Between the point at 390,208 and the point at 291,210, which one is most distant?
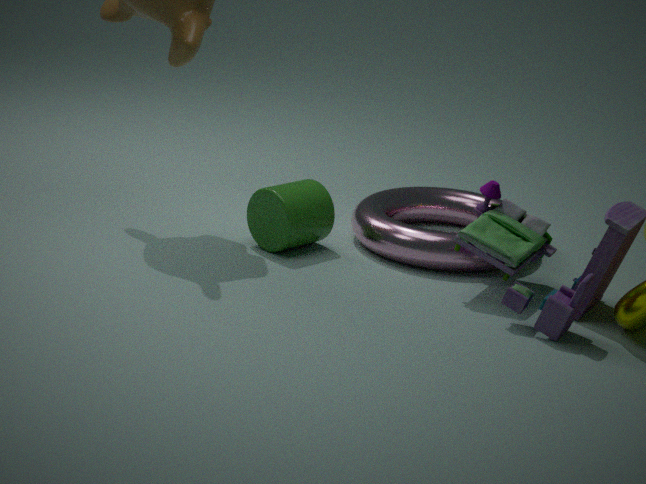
the point at 390,208
